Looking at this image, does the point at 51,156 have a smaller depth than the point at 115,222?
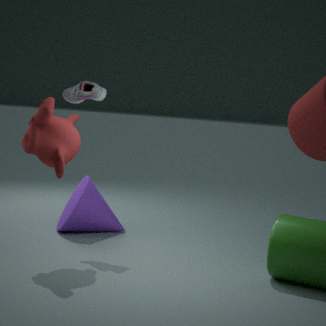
Yes
